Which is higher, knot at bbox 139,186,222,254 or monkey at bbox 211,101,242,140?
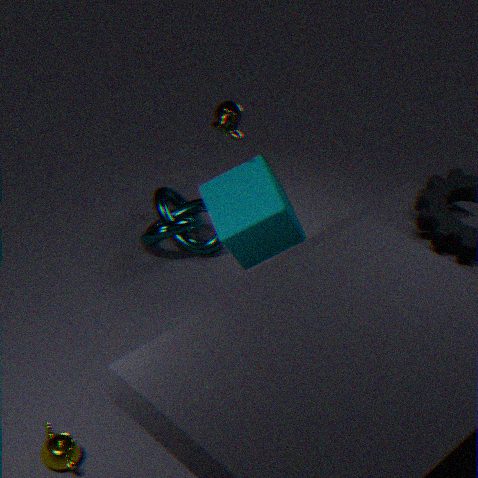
monkey at bbox 211,101,242,140
